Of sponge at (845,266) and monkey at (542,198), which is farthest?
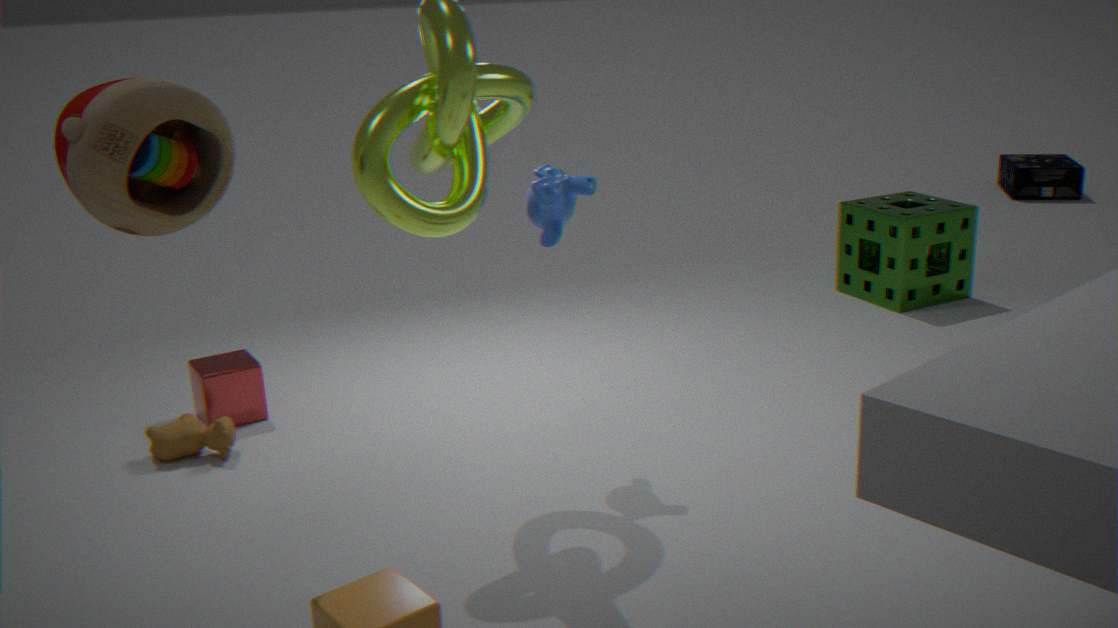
sponge at (845,266)
